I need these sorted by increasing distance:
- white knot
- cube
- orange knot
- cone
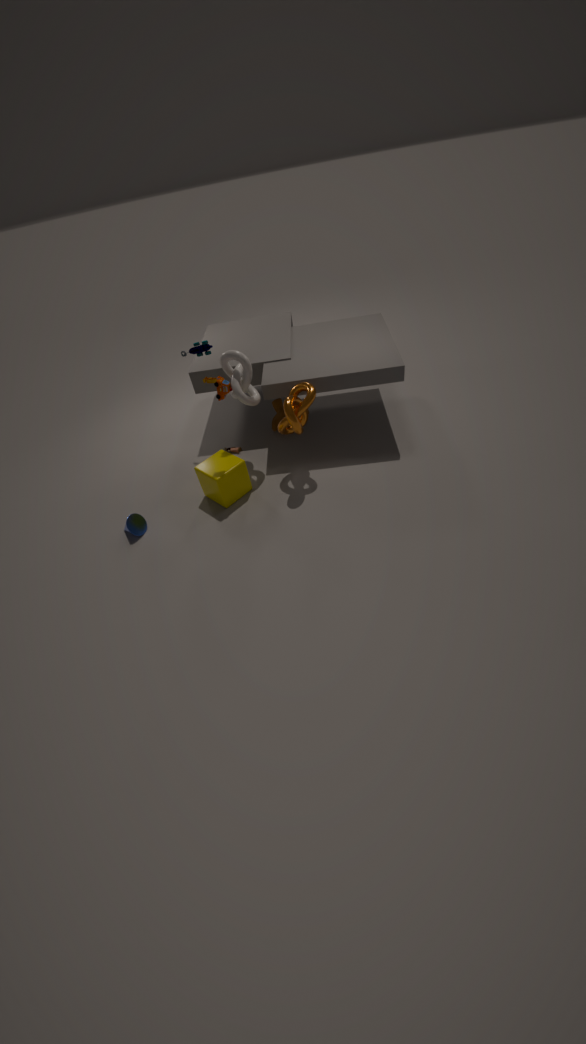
orange knot < white knot < cone < cube
